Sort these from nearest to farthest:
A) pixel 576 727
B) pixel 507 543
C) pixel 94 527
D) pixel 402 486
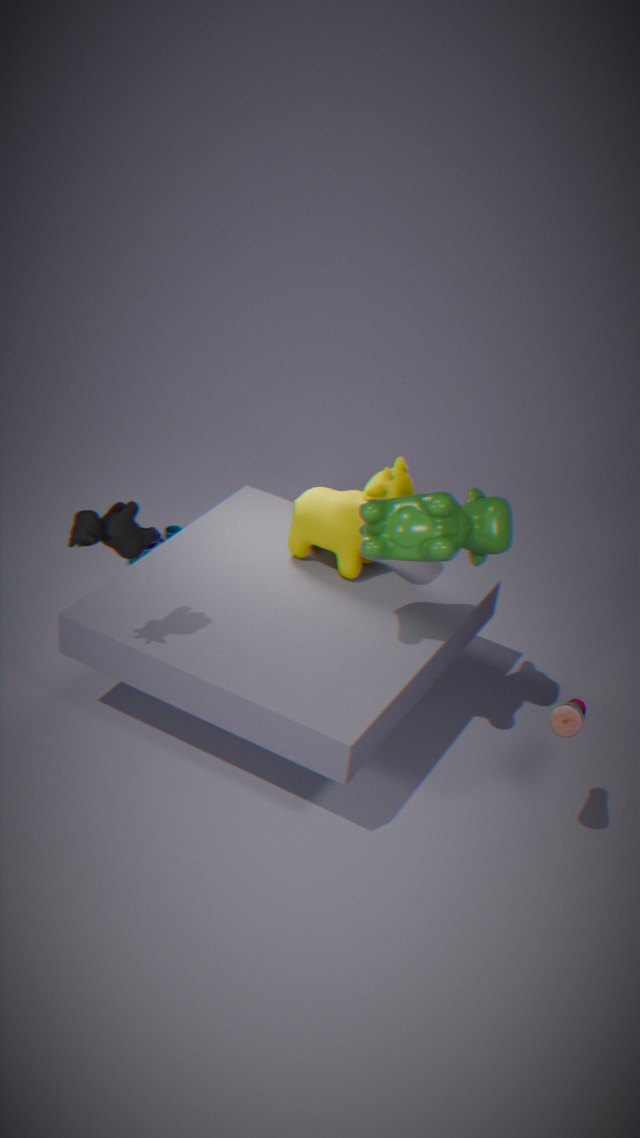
pixel 576 727 < pixel 94 527 < pixel 507 543 < pixel 402 486
